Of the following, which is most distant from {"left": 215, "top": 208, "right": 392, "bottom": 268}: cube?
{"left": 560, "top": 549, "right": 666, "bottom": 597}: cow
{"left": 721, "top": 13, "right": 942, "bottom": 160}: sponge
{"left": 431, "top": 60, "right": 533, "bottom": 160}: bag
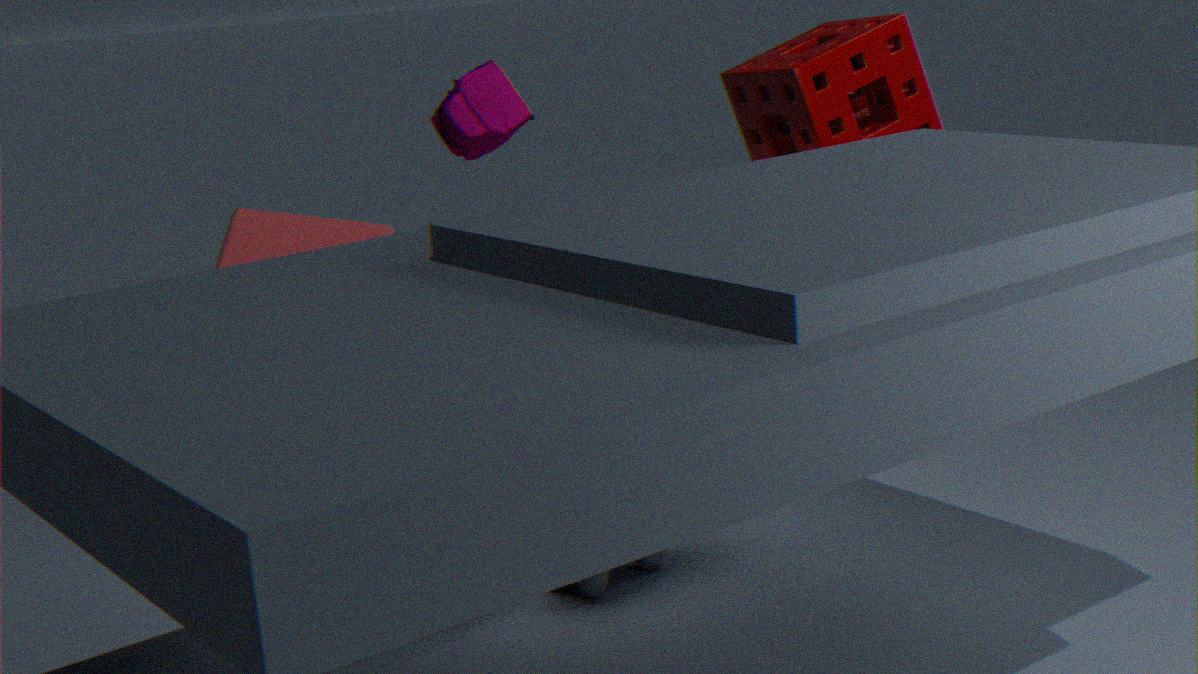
{"left": 721, "top": 13, "right": 942, "bottom": 160}: sponge
